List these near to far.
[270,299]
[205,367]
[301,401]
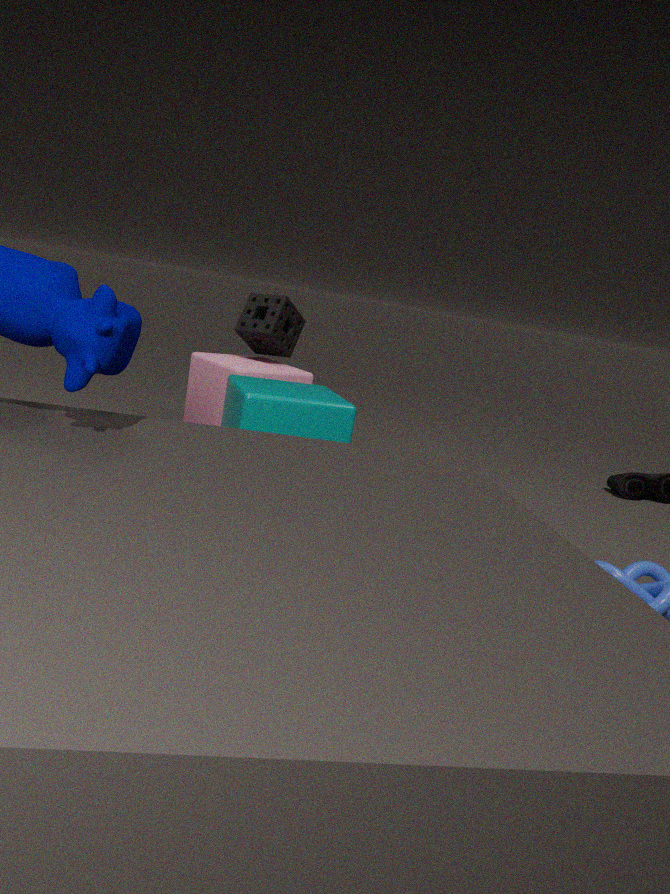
[301,401] < [205,367] < [270,299]
